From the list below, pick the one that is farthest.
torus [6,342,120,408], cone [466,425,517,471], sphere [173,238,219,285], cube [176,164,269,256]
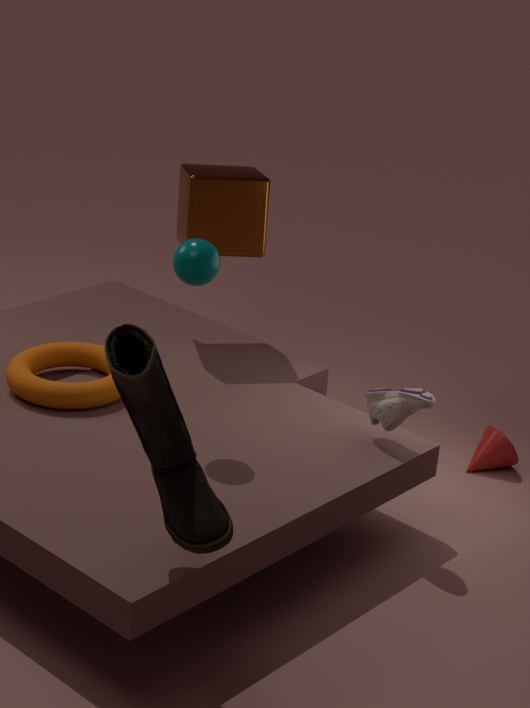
cone [466,425,517,471]
